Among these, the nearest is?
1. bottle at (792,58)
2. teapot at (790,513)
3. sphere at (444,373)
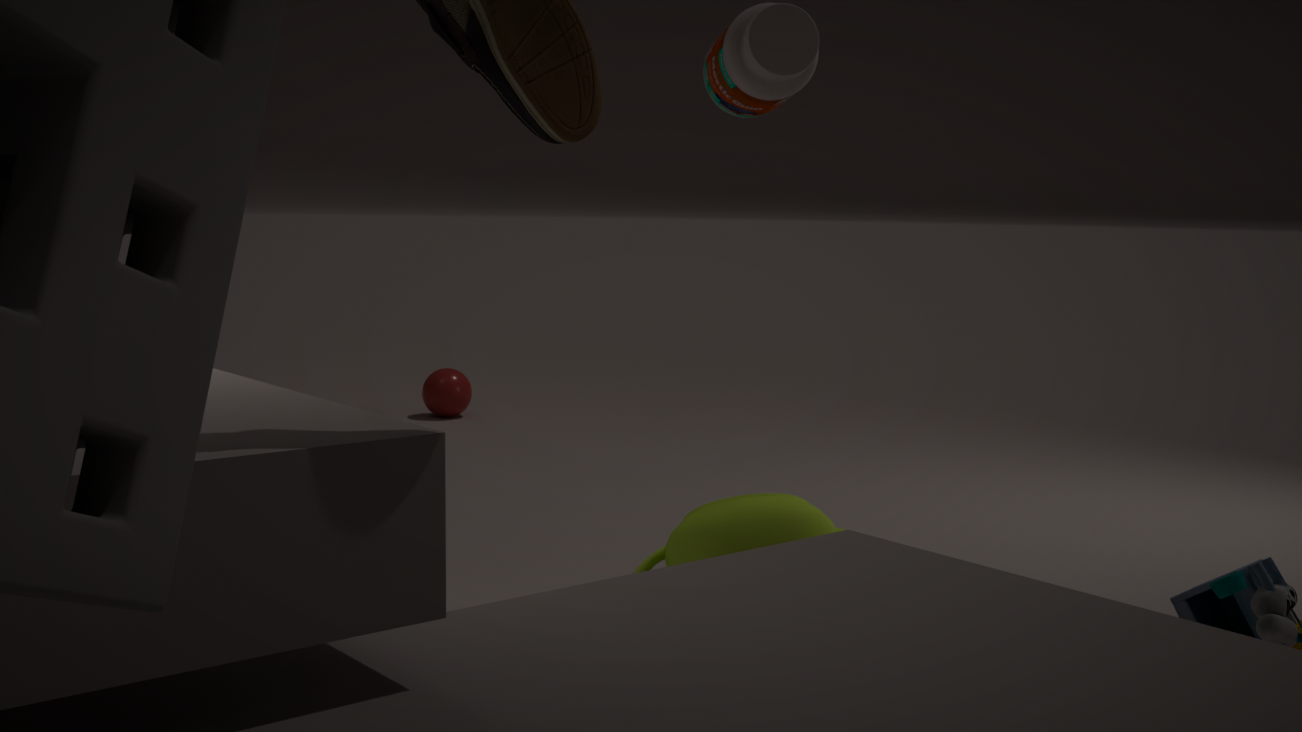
bottle at (792,58)
